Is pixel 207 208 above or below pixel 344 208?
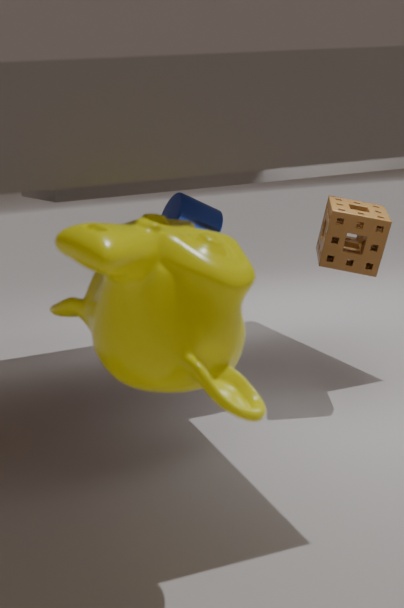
above
